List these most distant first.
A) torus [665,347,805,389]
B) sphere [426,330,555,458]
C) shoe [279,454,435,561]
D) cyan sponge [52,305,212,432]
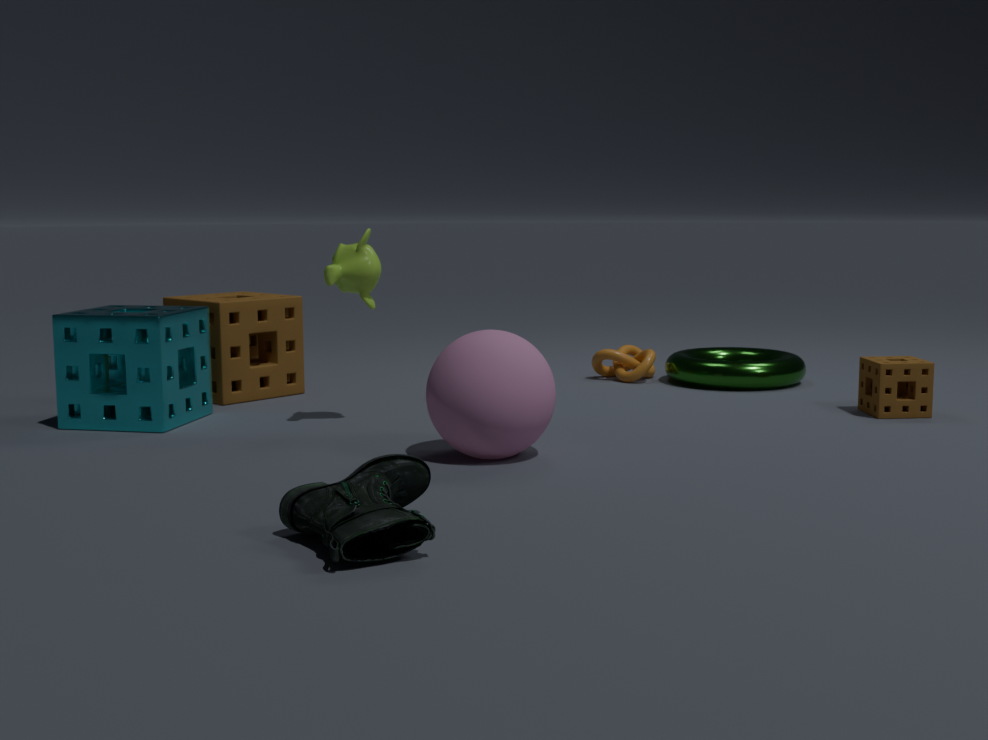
torus [665,347,805,389], cyan sponge [52,305,212,432], sphere [426,330,555,458], shoe [279,454,435,561]
